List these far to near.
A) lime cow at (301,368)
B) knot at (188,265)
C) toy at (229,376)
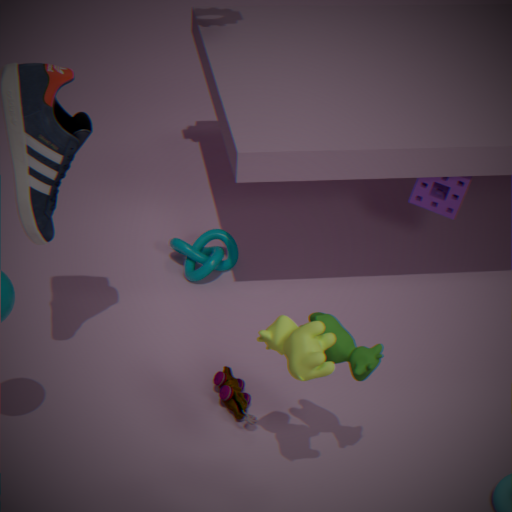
1. knot at (188,265)
2. toy at (229,376)
3. lime cow at (301,368)
